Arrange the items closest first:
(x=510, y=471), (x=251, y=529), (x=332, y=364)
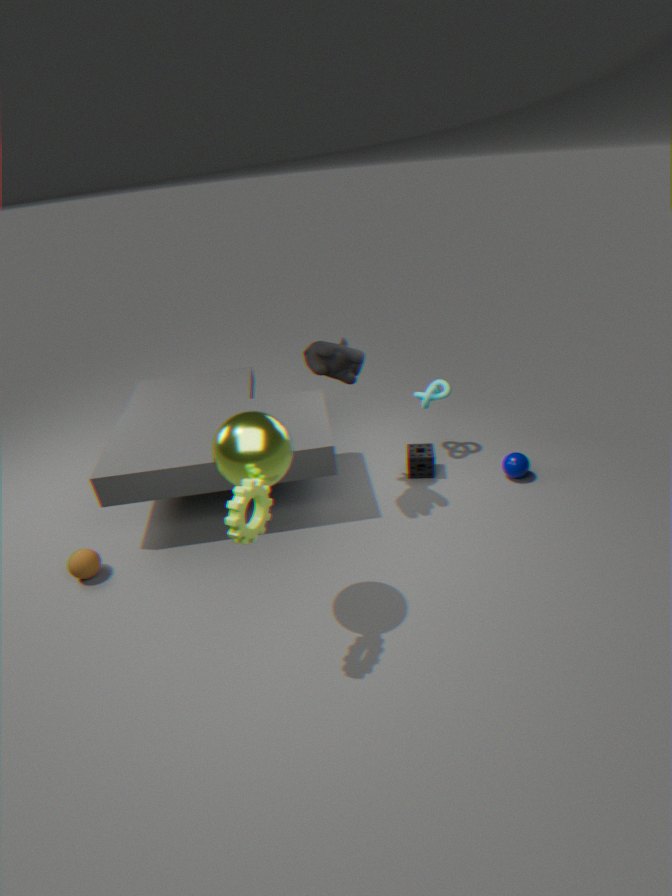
(x=251, y=529)
(x=332, y=364)
(x=510, y=471)
